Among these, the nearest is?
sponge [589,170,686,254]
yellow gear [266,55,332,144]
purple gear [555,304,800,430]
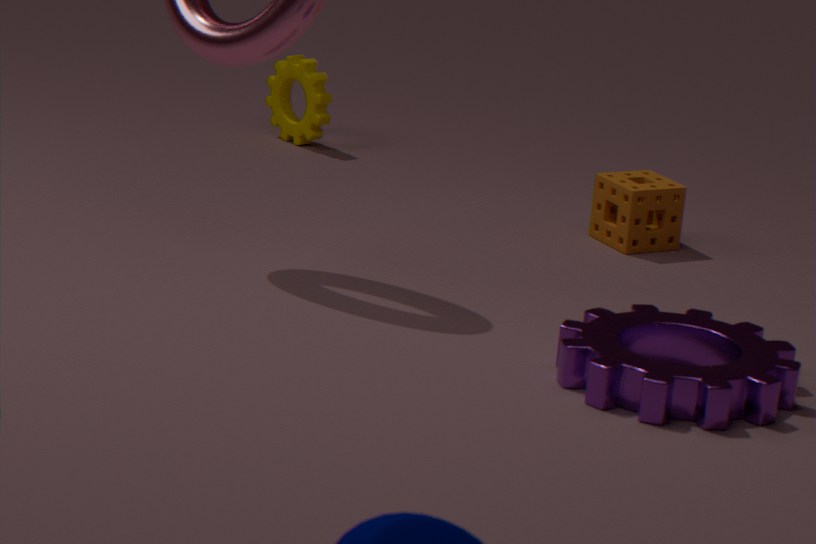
purple gear [555,304,800,430]
